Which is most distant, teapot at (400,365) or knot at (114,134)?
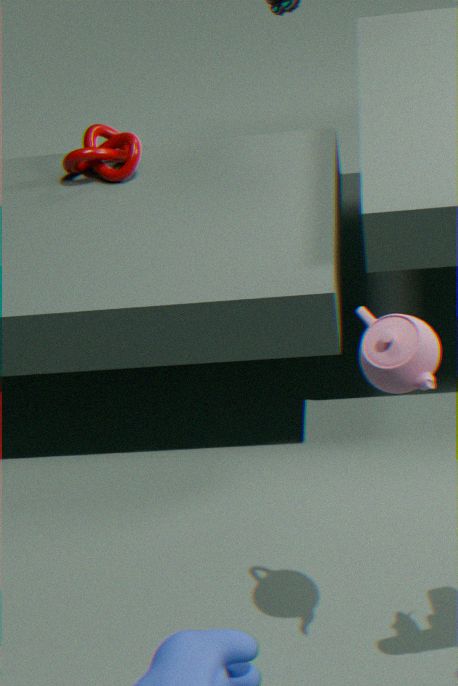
knot at (114,134)
